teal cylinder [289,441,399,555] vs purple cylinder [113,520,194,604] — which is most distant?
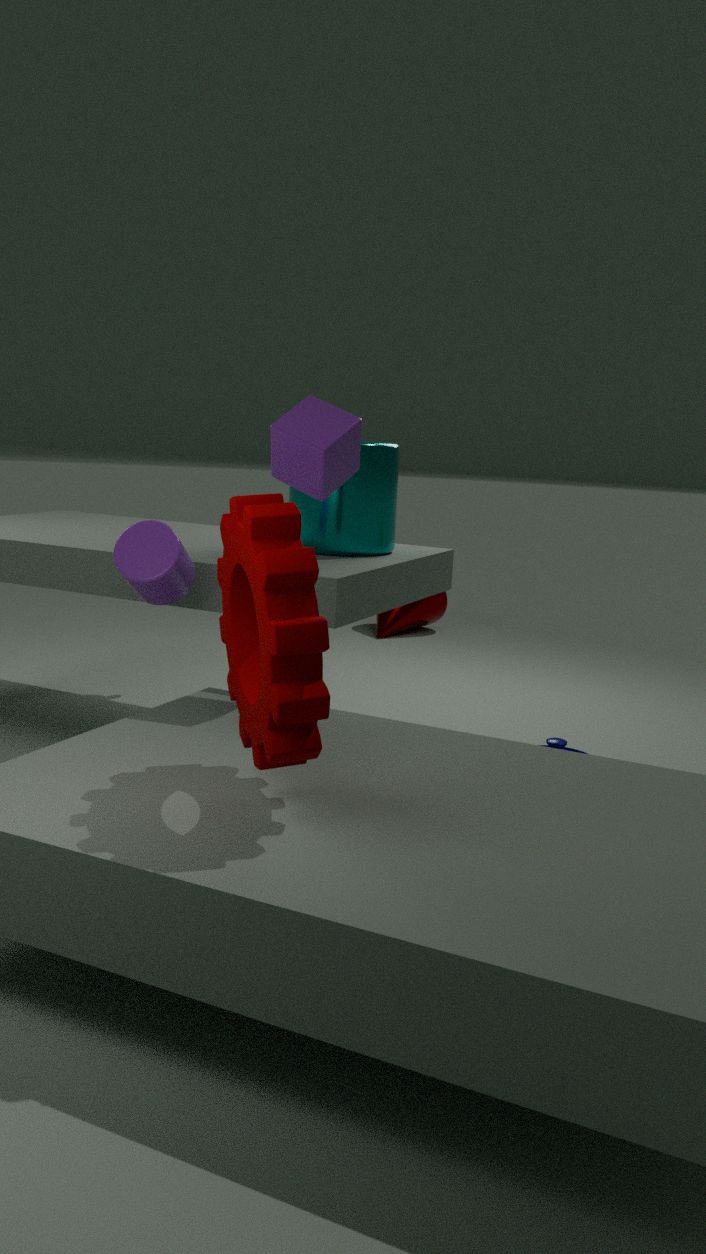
teal cylinder [289,441,399,555]
